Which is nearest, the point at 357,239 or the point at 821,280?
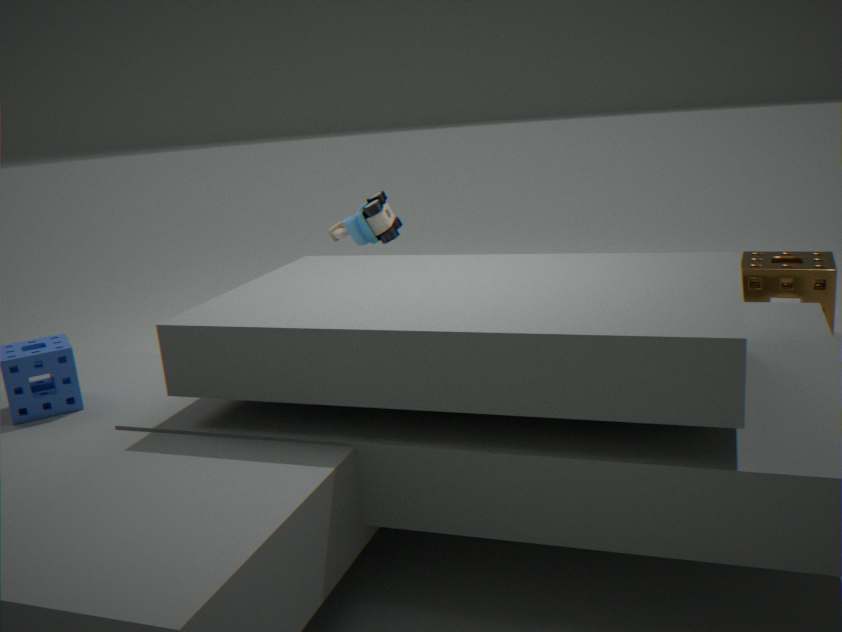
the point at 357,239
